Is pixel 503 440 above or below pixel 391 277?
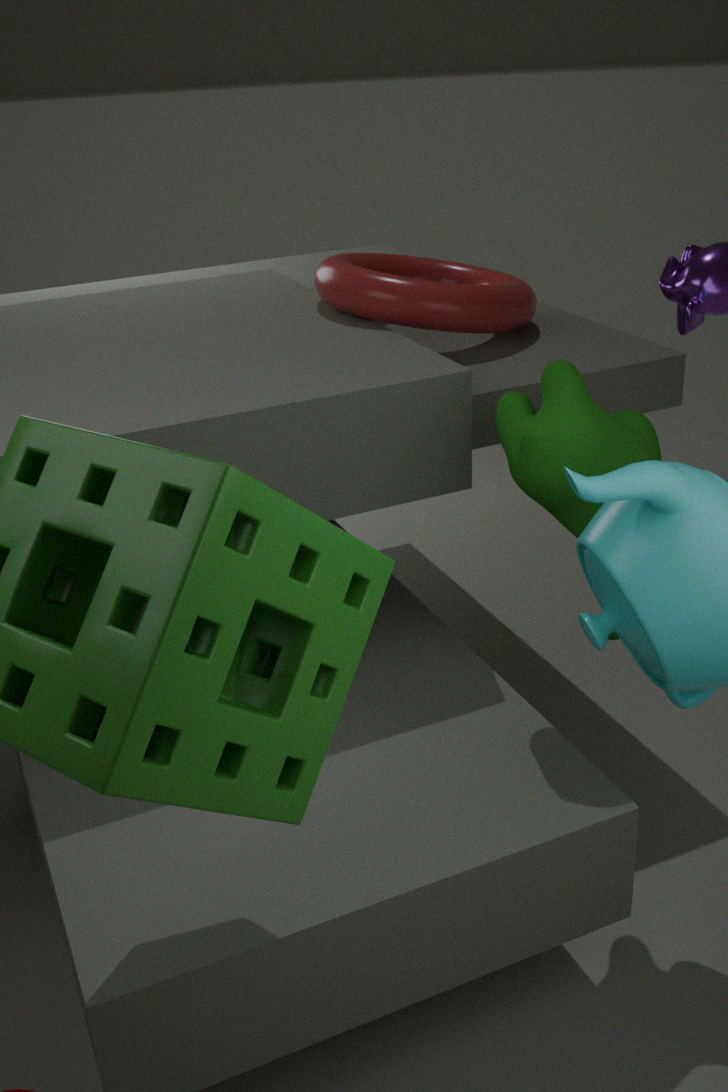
below
